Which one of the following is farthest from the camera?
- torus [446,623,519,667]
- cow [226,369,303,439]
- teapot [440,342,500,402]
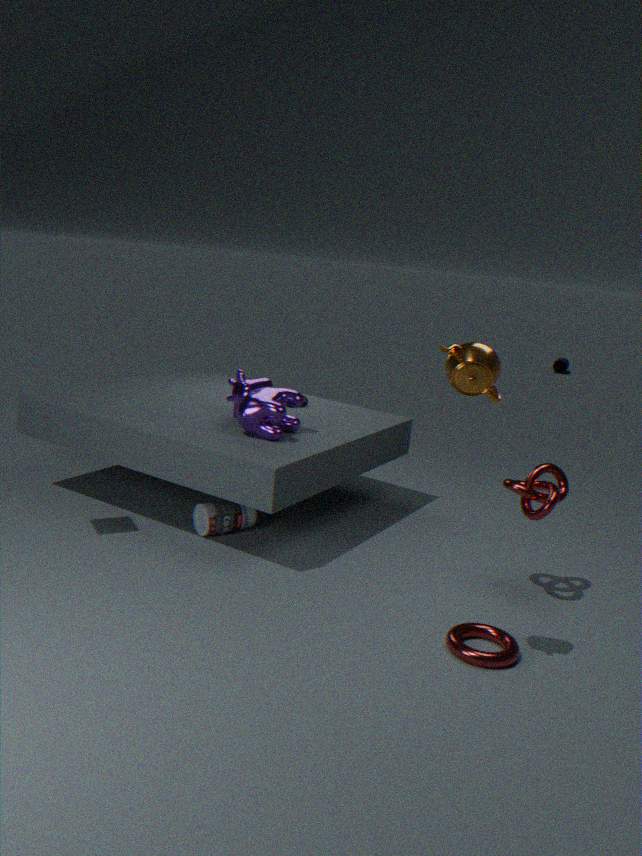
cow [226,369,303,439]
